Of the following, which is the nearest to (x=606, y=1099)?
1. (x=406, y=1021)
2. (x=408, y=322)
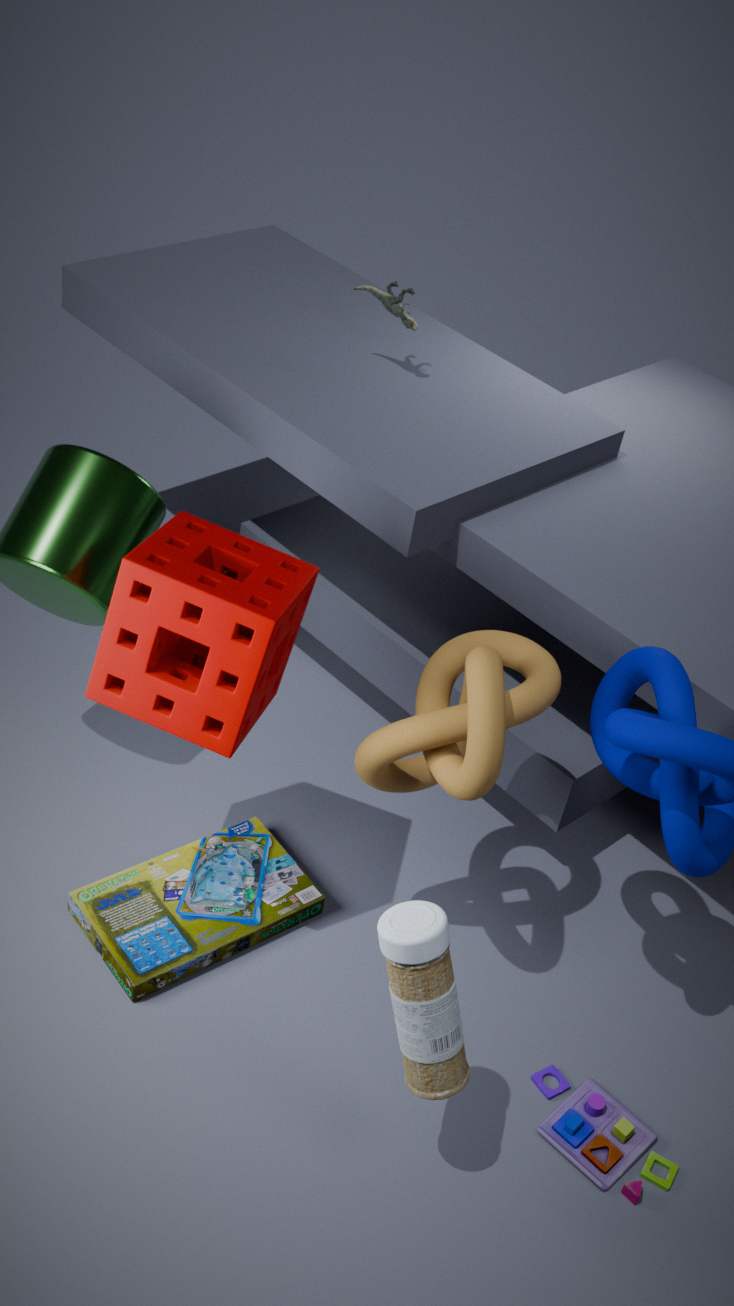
(x=406, y=1021)
